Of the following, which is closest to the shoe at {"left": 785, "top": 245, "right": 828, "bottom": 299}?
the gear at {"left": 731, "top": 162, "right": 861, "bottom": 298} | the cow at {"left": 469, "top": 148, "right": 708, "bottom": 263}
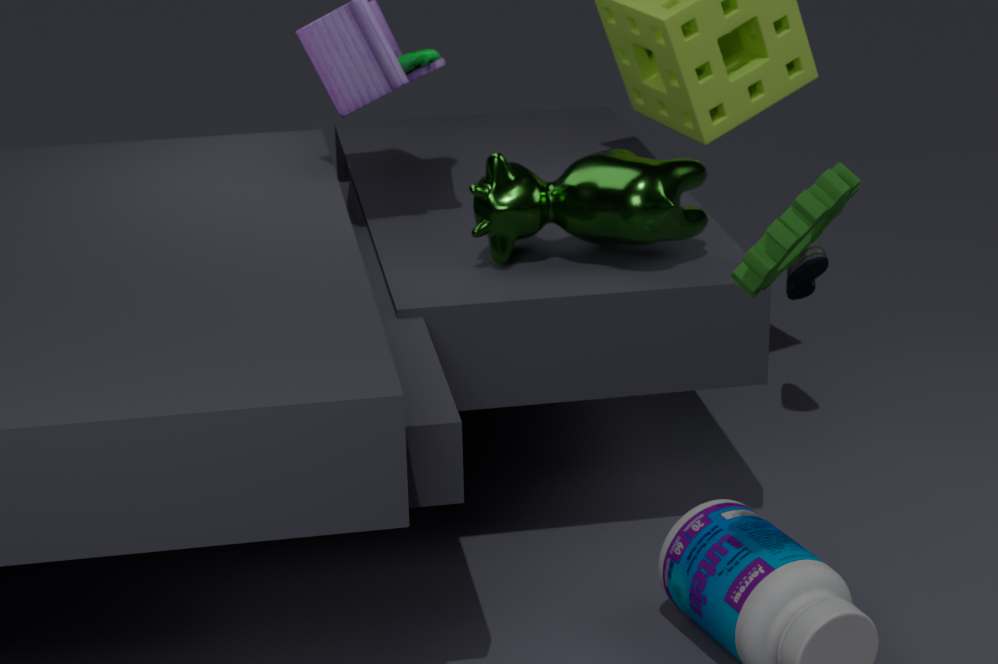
the cow at {"left": 469, "top": 148, "right": 708, "bottom": 263}
